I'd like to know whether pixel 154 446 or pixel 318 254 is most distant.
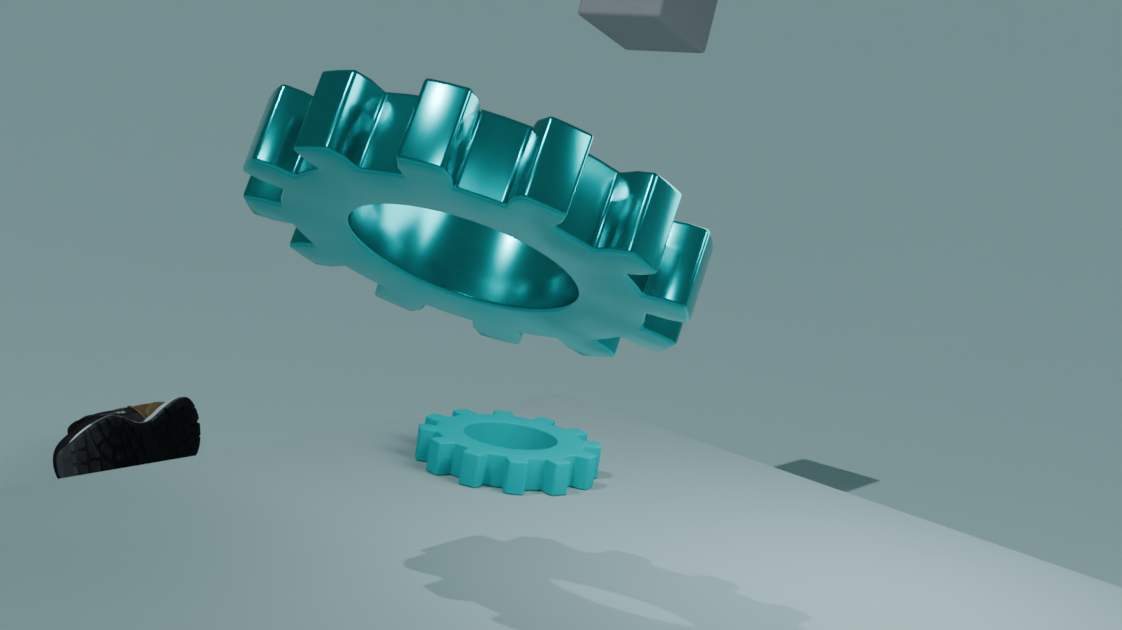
pixel 154 446
